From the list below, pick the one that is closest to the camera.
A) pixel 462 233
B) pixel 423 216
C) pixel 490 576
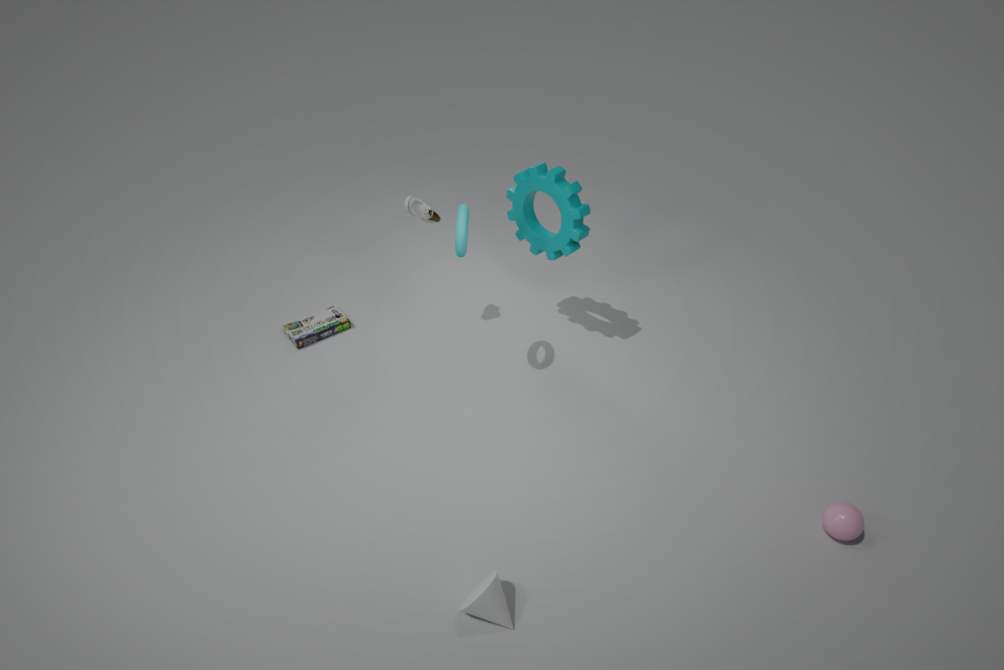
pixel 490 576
